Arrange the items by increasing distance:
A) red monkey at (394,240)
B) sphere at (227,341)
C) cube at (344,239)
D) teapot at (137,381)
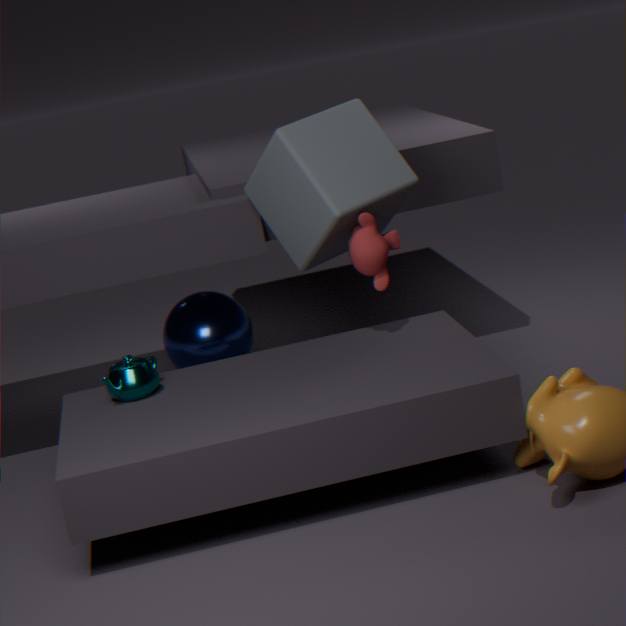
1. teapot at (137,381)
2. cube at (344,239)
3. red monkey at (394,240)
4. sphere at (227,341)
